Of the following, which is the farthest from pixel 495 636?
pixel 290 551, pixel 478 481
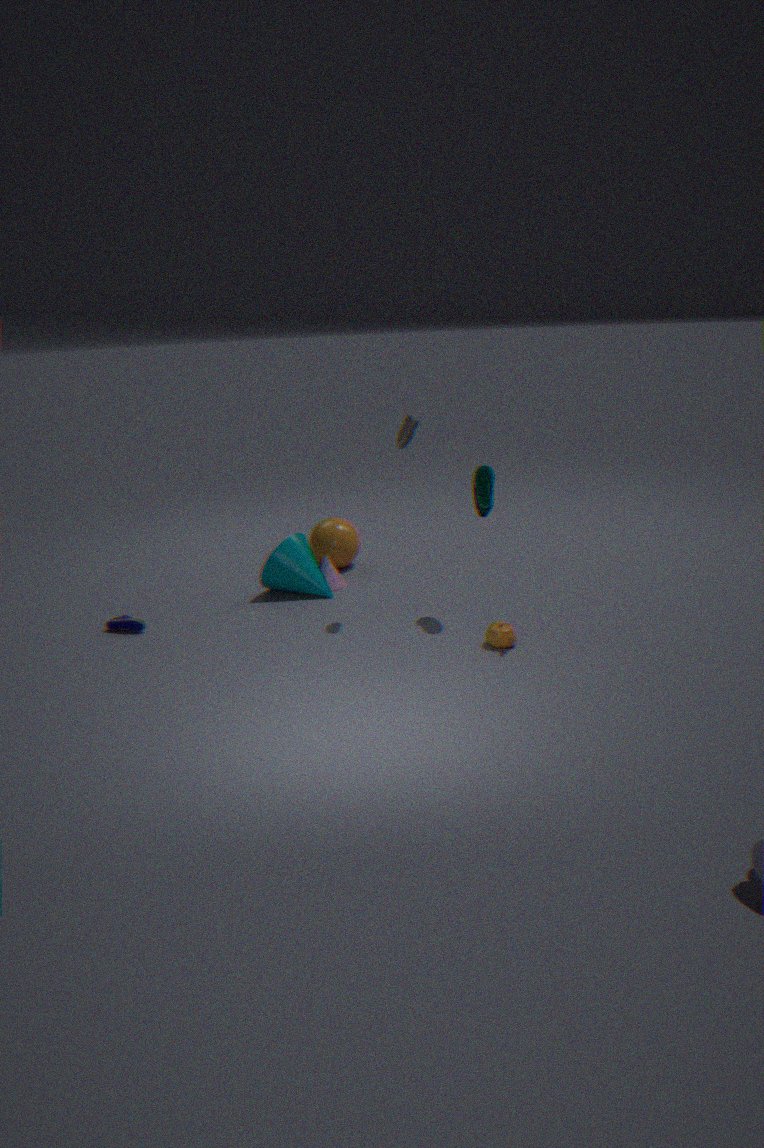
pixel 290 551
